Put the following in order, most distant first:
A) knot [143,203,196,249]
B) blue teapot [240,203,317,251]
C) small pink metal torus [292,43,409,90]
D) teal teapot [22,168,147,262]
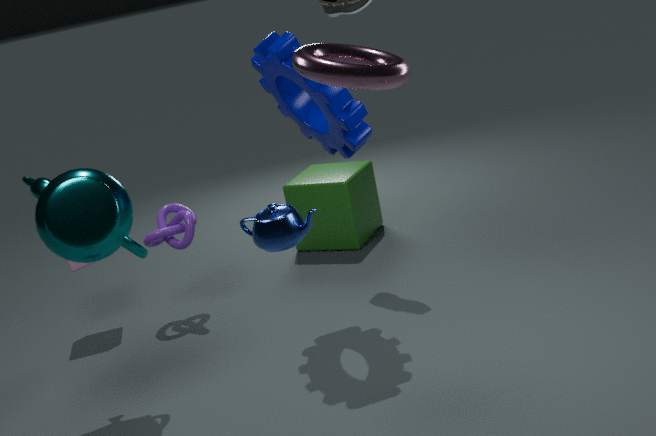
knot [143,203,196,249] → teal teapot [22,168,147,262] → blue teapot [240,203,317,251] → small pink metal torus [292,43,409,90]
